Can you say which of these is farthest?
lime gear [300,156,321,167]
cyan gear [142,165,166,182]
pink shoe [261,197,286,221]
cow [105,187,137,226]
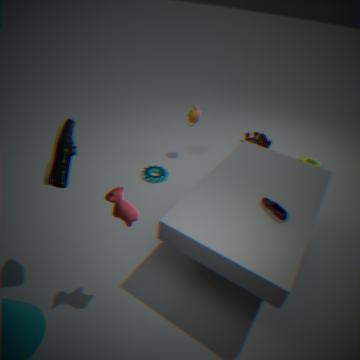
lime gear [300,156,321,167]
